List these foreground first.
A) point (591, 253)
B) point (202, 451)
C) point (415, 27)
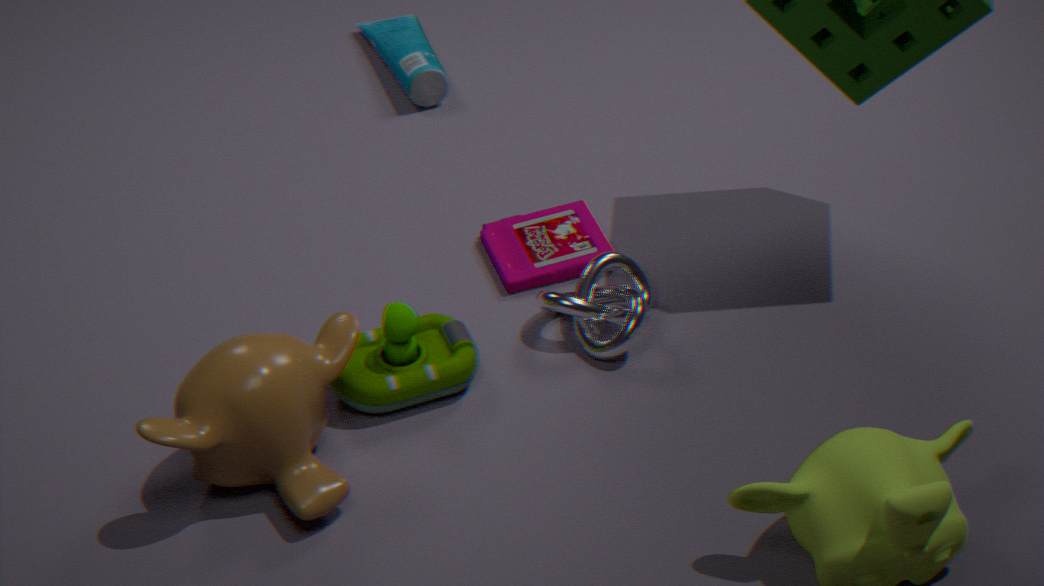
1. point (202, 451)
2. point (591, 253)
3. point (415, 27)
